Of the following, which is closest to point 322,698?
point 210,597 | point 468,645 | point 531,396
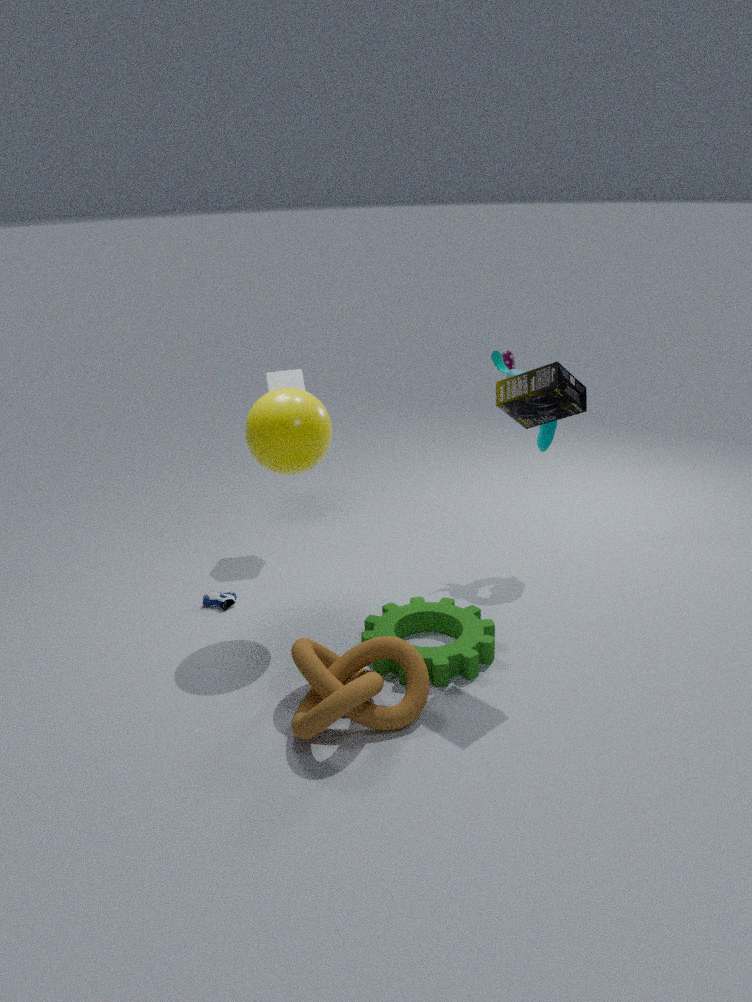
point 468,645
